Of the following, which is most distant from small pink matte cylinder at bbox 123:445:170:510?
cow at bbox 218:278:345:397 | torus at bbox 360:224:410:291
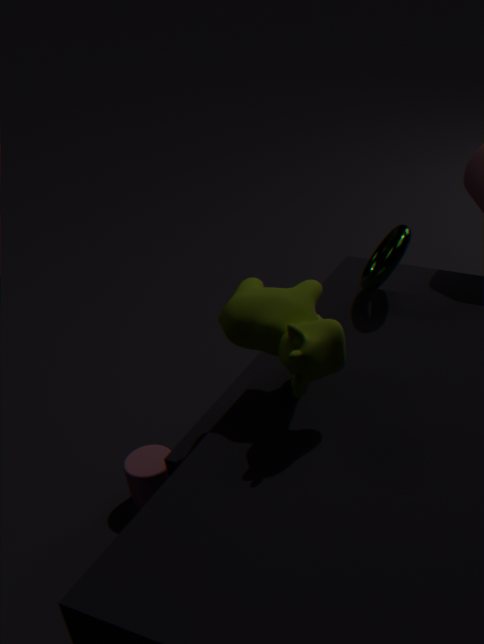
torus at bbox 360:224:410:291
